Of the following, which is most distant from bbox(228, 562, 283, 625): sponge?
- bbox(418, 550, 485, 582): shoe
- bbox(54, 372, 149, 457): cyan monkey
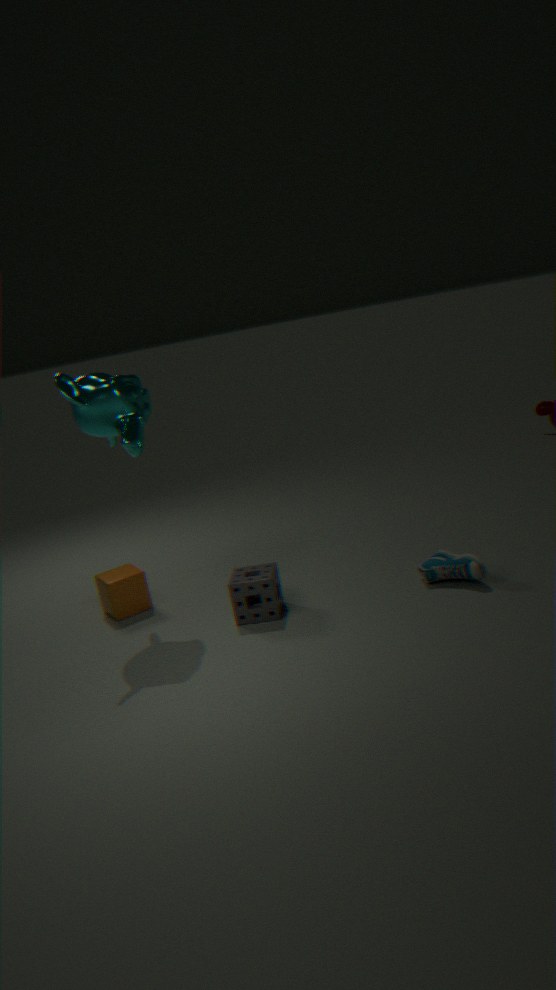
bbox(54, 372, 149, 457): cyan monkey
